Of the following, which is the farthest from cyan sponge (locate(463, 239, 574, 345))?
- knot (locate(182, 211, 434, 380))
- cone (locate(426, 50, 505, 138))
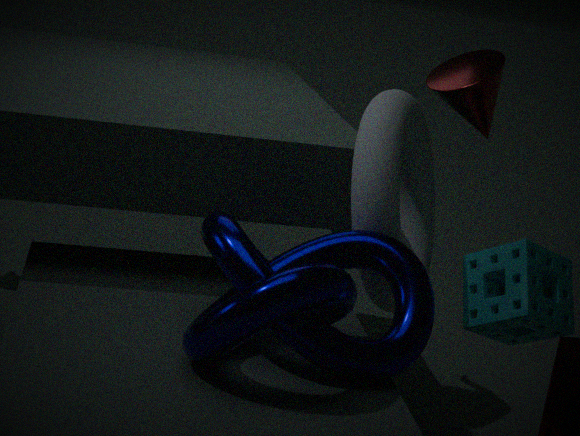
cone (locate(426, 50, 505, 138))
